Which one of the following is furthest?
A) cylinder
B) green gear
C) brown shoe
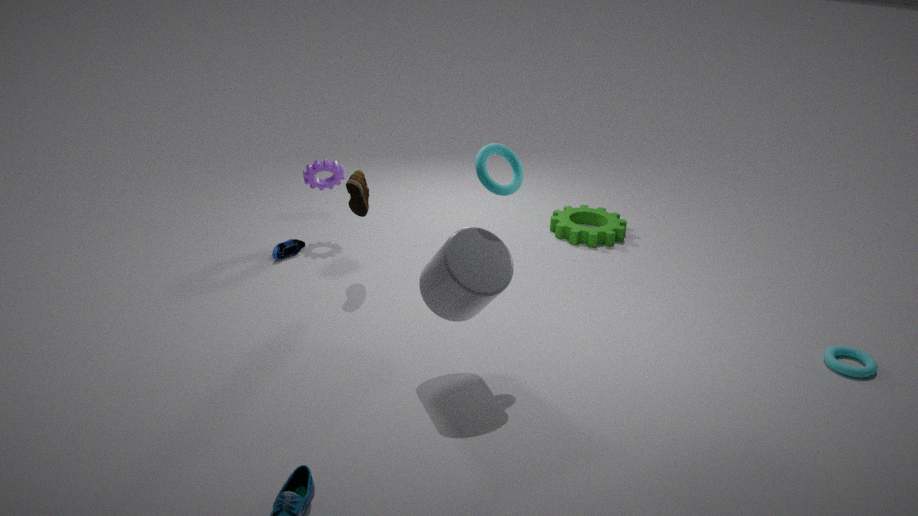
green gear
